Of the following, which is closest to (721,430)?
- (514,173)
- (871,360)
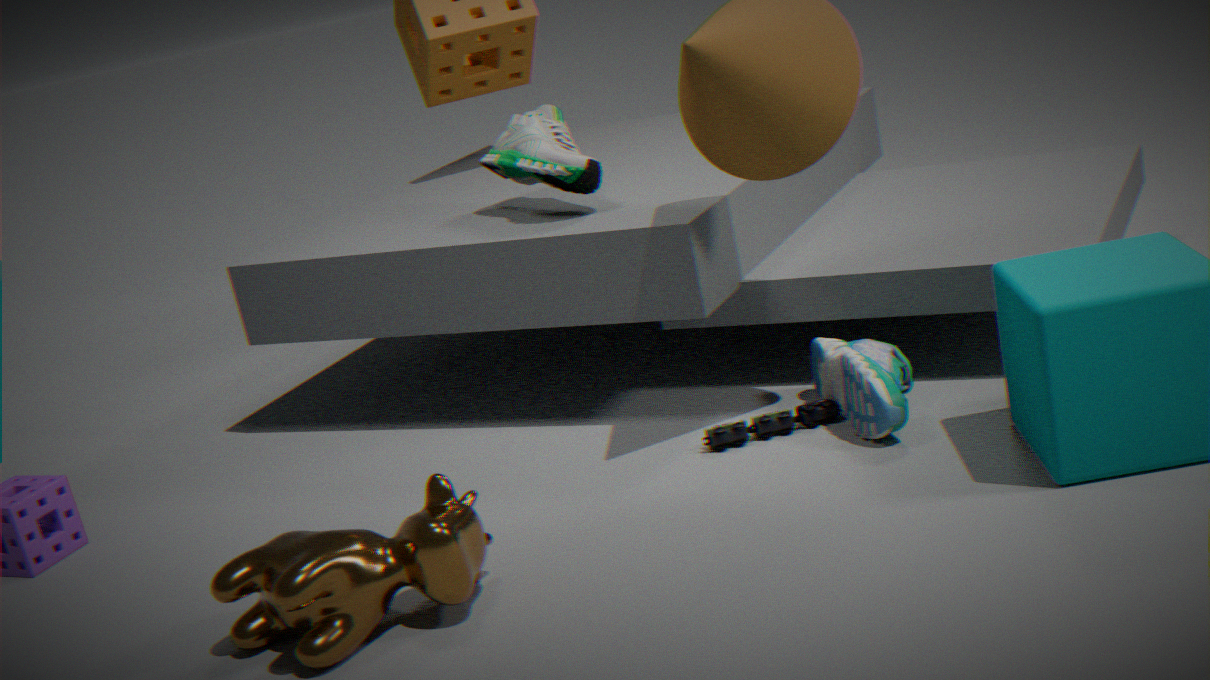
(871,360)
